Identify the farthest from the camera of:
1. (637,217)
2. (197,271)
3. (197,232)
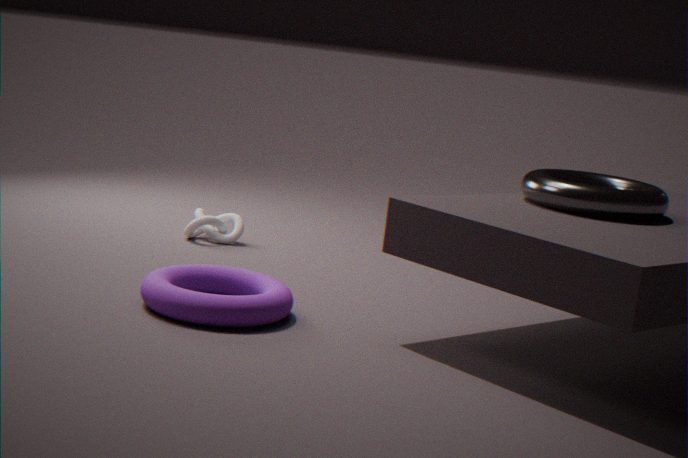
(197,232)
